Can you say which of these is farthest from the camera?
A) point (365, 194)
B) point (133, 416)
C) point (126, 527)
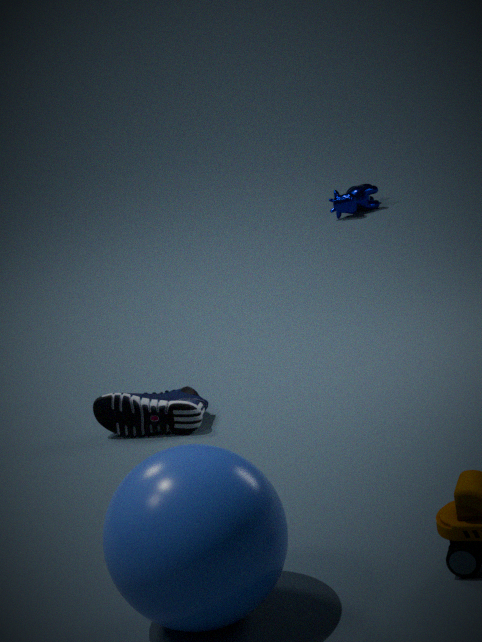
point (365, 194)
